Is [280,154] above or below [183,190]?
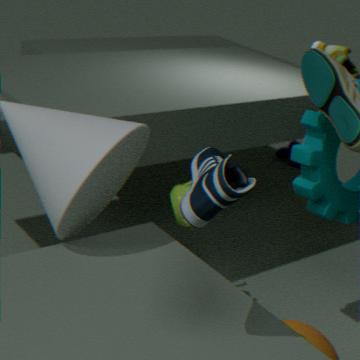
below
